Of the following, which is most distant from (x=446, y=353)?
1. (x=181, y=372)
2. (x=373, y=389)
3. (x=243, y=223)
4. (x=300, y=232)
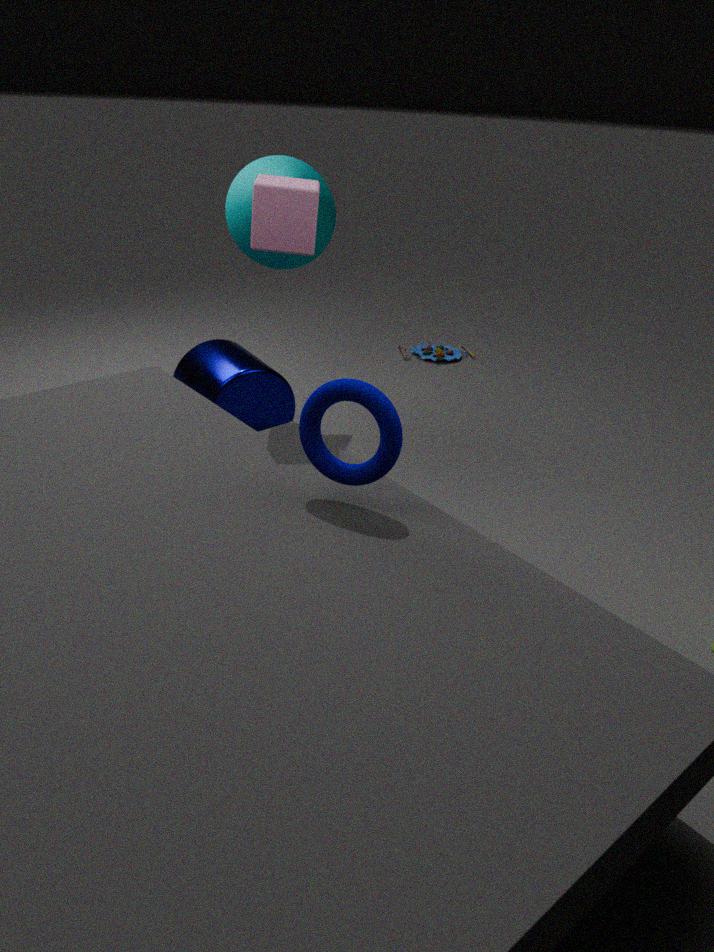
(x=373, y=389)
